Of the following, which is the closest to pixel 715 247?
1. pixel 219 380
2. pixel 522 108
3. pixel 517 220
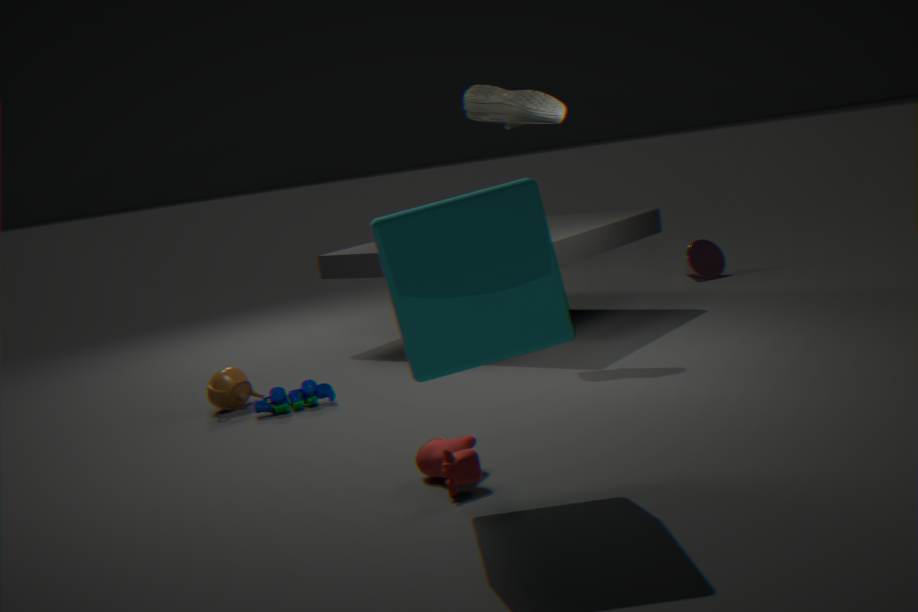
pixel 522 108
